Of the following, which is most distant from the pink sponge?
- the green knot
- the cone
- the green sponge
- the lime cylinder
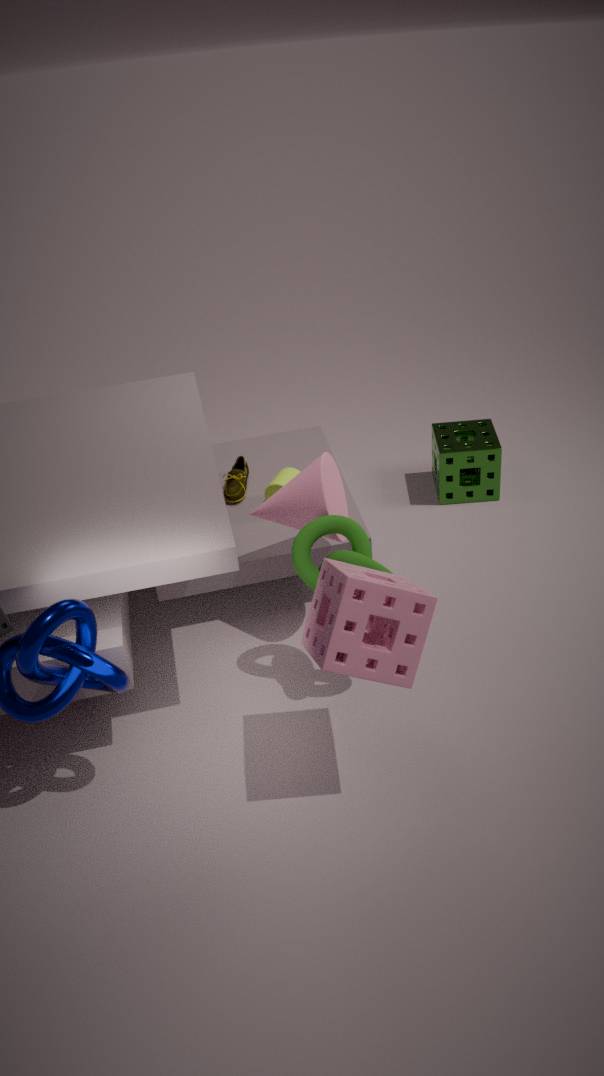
the green sponge
